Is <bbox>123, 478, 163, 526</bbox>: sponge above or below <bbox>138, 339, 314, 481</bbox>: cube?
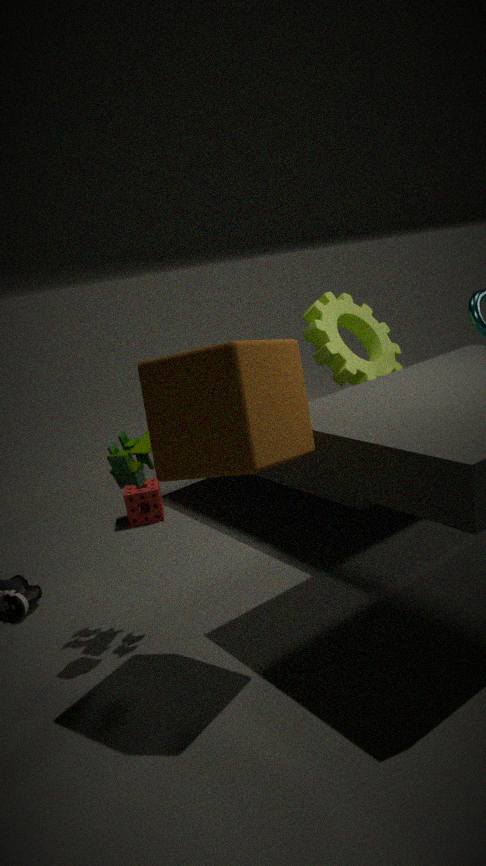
below
